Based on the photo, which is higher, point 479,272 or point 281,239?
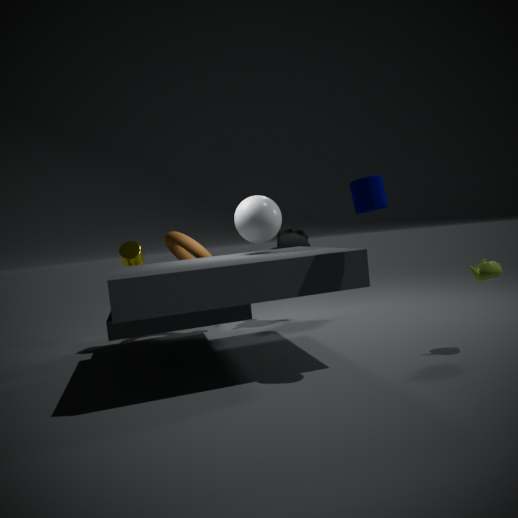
point 281,239
